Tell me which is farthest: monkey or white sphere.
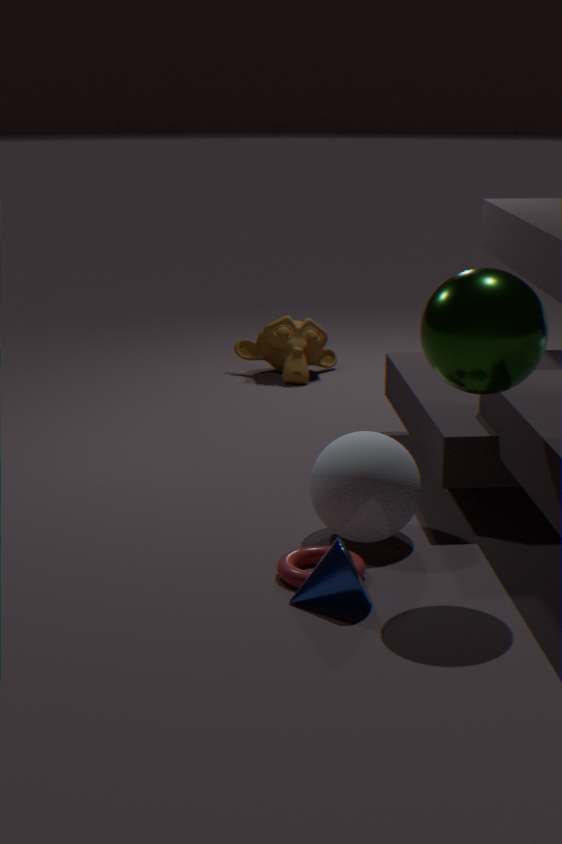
monkey
